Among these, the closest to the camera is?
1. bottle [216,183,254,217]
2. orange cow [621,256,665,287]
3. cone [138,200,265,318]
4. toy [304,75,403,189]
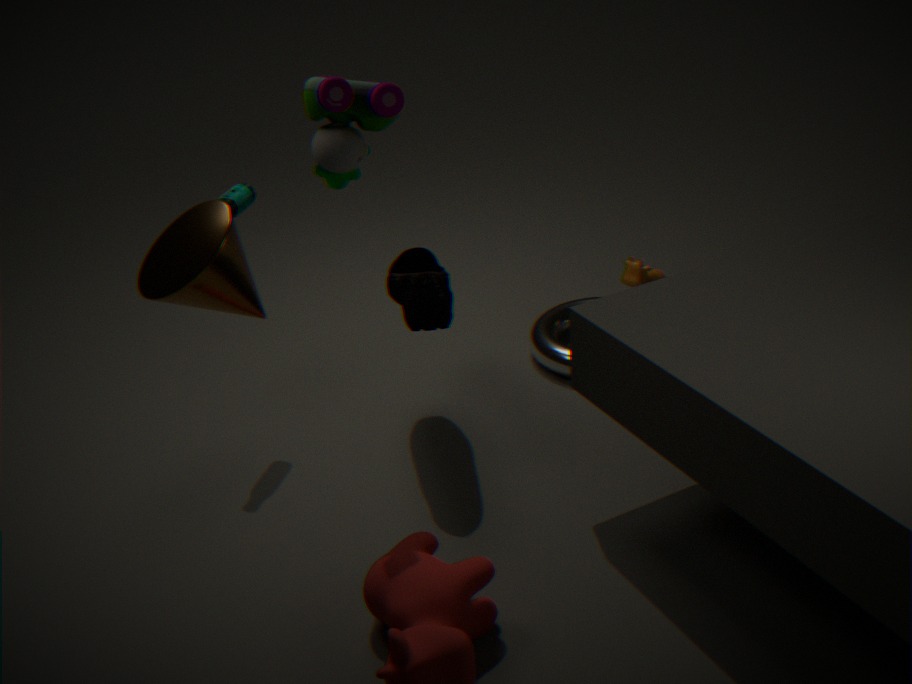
cone [138,200,265,318]
